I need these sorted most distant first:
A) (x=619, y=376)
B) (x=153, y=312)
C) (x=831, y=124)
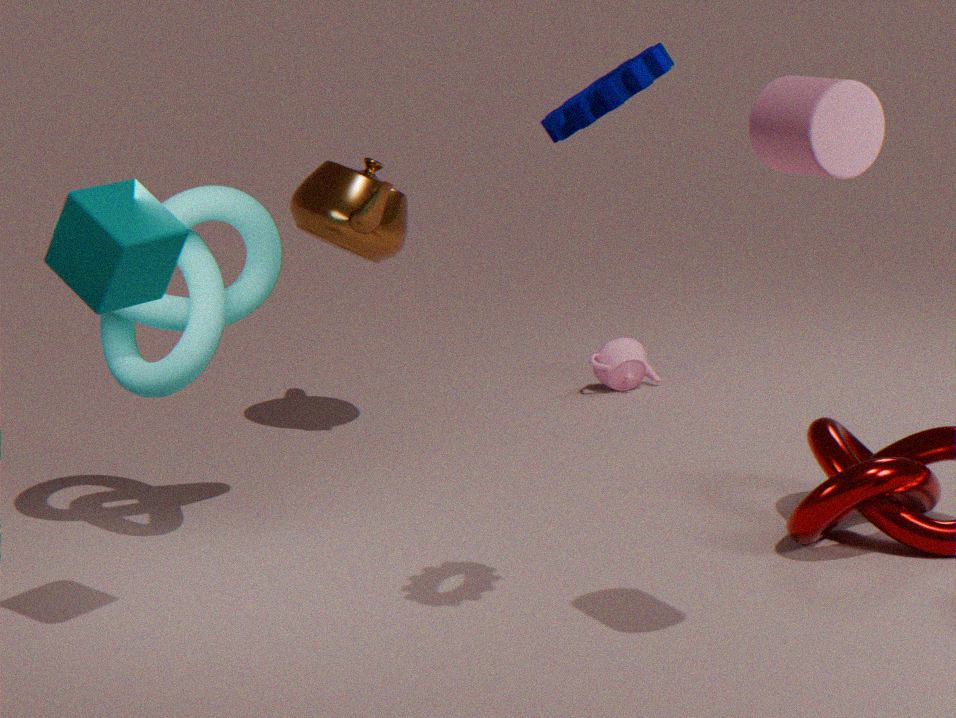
A: 1. (x=619, y=376)
2. (x=153, y=312)
3. (x=831, y=124)
